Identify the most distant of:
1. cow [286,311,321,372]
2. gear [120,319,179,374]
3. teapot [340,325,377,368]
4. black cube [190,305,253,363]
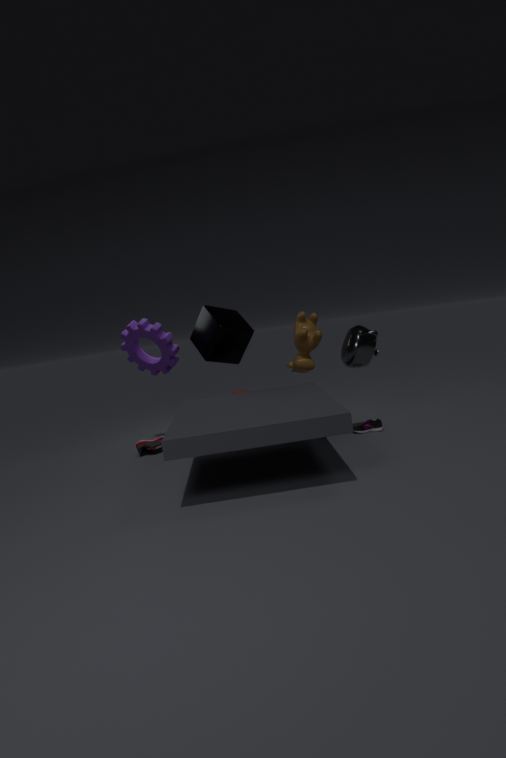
gear [120,319,179,374]
